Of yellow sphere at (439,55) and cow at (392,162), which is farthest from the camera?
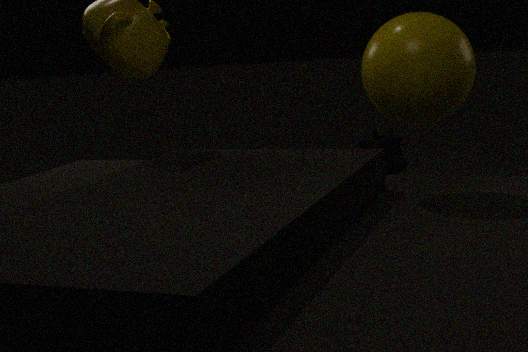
cow at (392,162)
